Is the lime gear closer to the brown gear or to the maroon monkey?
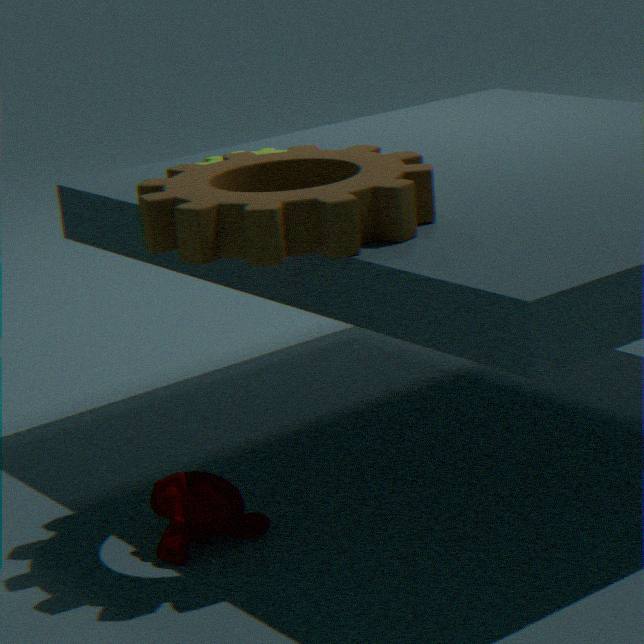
the brown gear
